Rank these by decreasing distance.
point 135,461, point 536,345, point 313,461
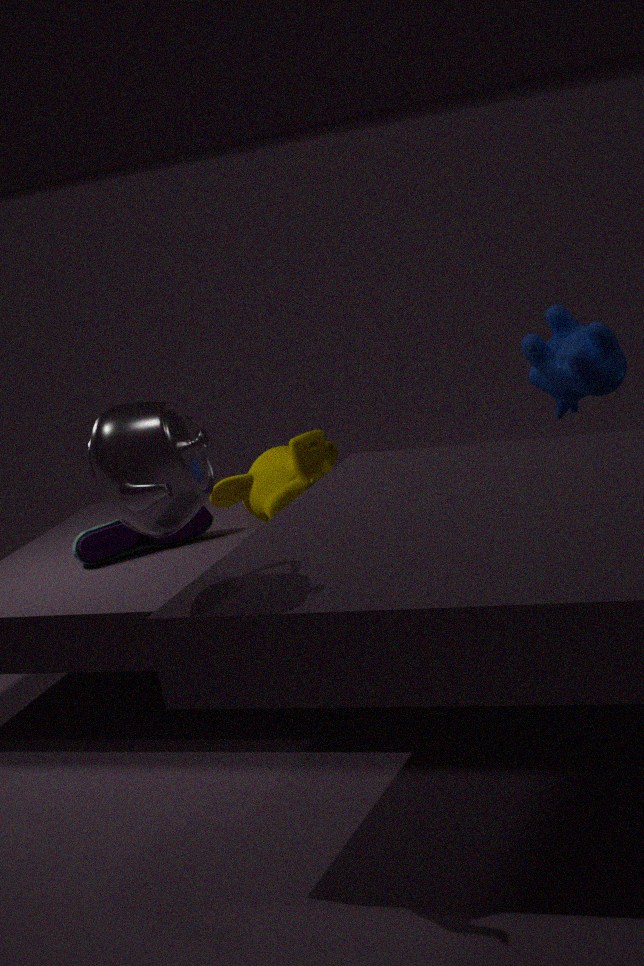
1. point 313,461
2. point 536,345
3. point 135,461
